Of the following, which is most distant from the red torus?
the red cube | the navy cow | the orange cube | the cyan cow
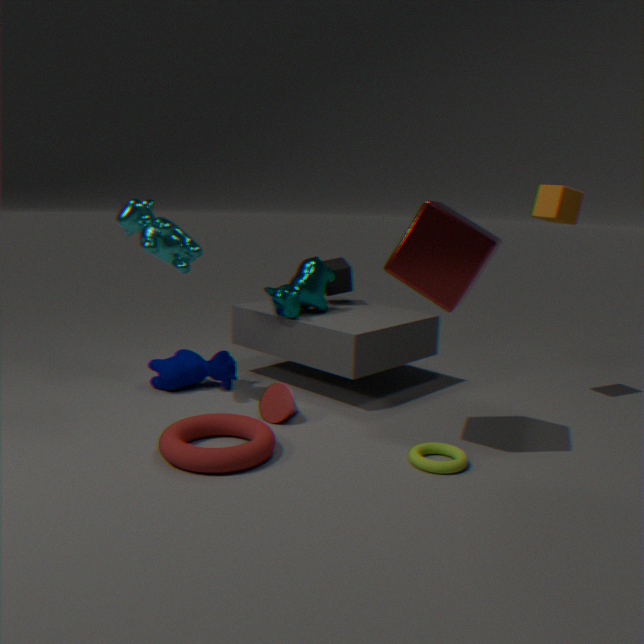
the orange cube
